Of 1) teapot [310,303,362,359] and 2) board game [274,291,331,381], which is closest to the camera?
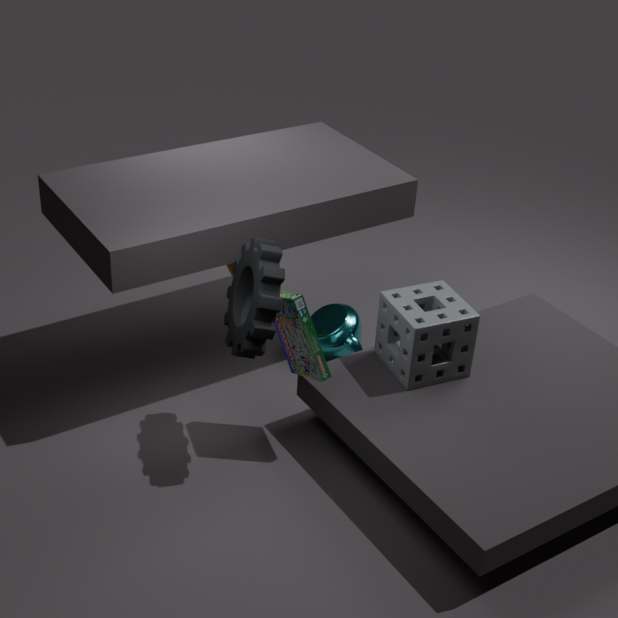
2. board game [274,291,331,381]
